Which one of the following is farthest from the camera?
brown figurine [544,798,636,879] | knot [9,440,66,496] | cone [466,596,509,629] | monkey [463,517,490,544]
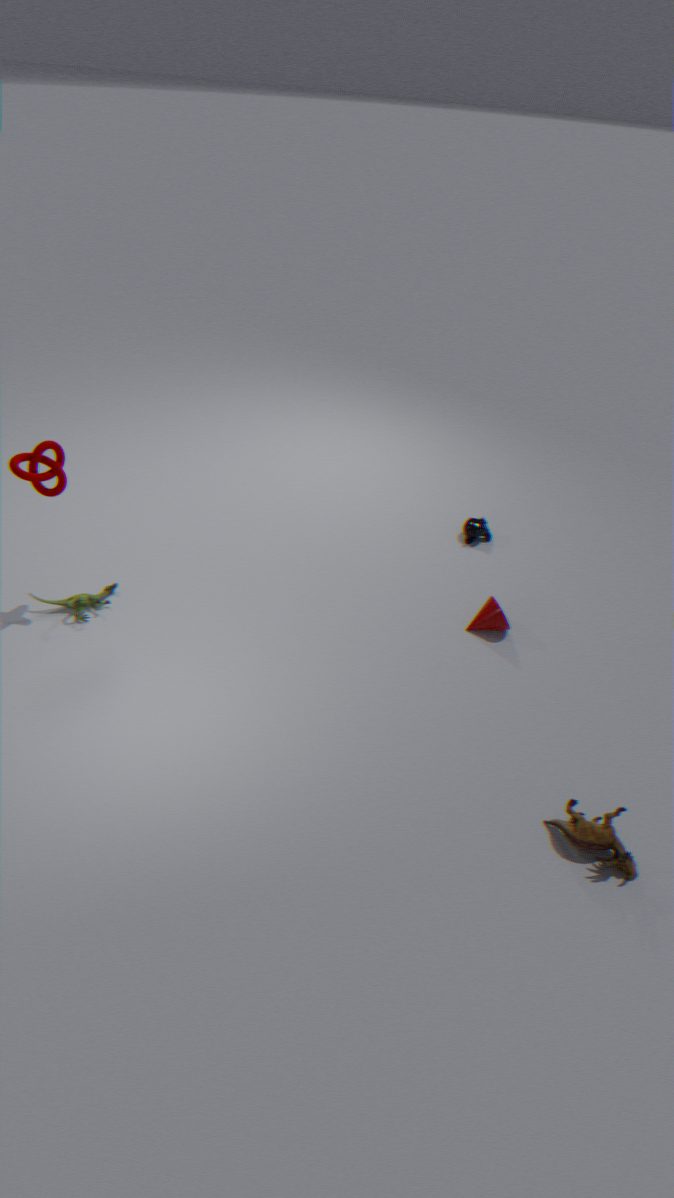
monkey [463,517,490,544]
